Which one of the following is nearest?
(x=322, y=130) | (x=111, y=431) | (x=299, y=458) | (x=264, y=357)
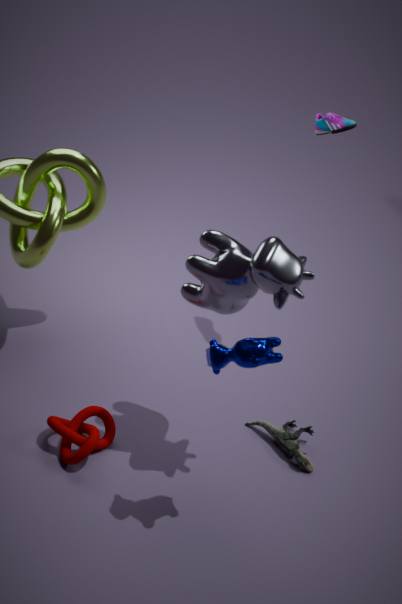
(x=264, y=357)
